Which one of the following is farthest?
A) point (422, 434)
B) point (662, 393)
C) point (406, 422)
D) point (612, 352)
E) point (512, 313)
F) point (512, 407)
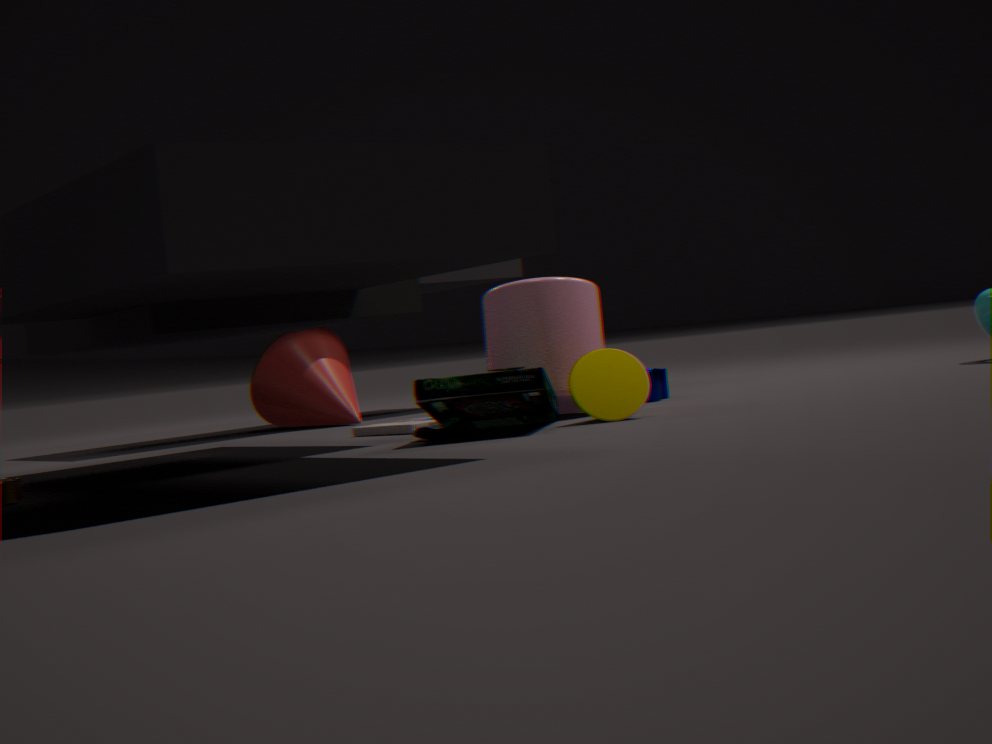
point (662, 393)
